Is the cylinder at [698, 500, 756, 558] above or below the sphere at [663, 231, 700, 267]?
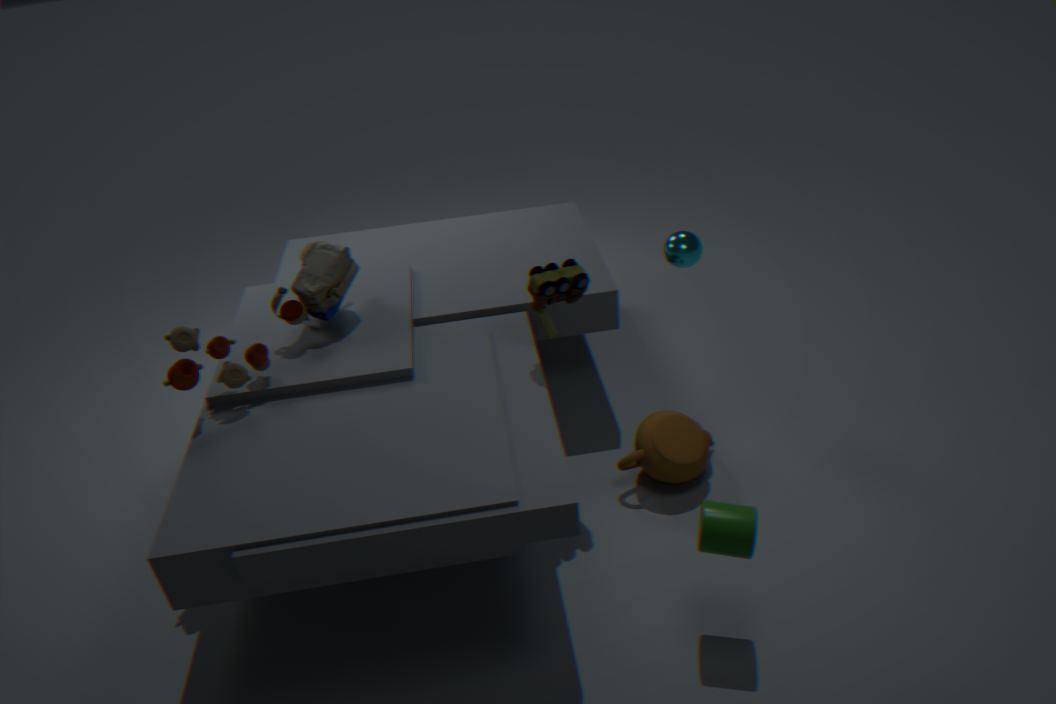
below
